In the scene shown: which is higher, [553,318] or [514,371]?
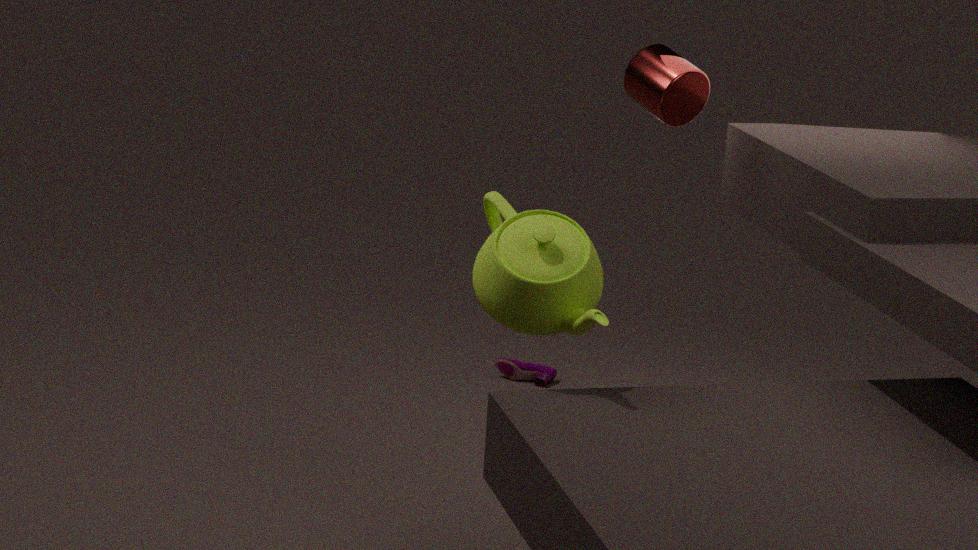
[553,318]
